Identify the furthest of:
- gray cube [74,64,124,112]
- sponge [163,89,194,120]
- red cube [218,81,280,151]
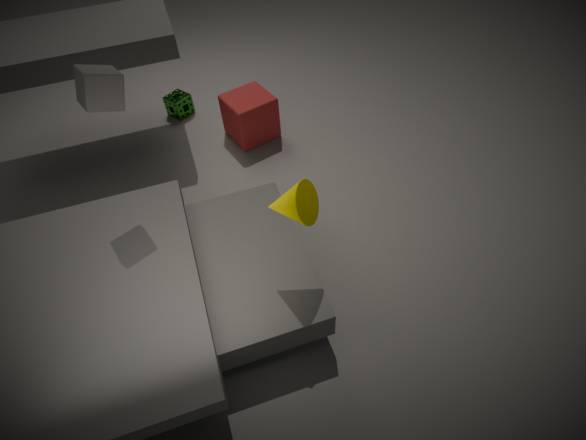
sponge [163,89,194,120]
